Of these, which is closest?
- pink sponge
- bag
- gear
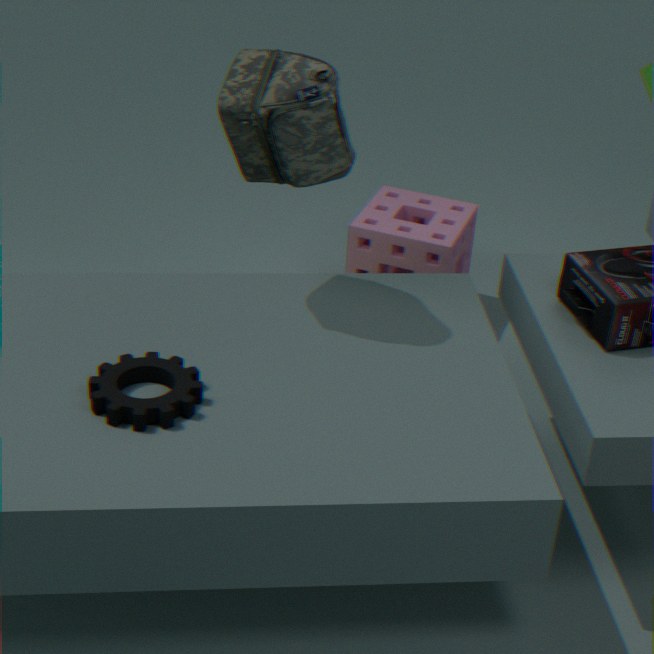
gear
